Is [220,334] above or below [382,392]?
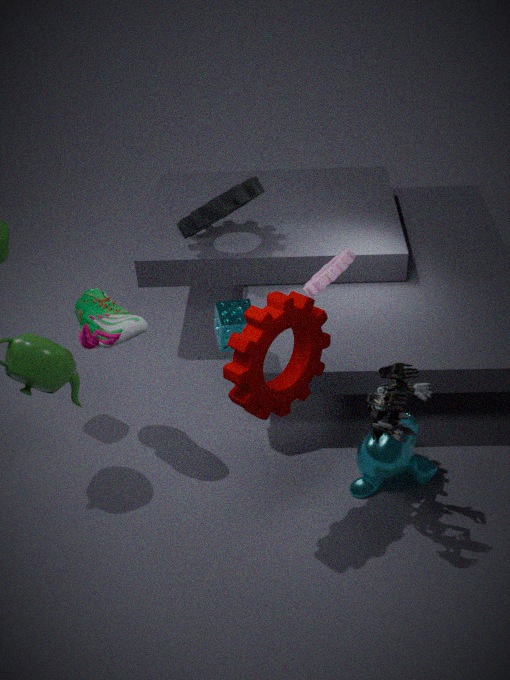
above
